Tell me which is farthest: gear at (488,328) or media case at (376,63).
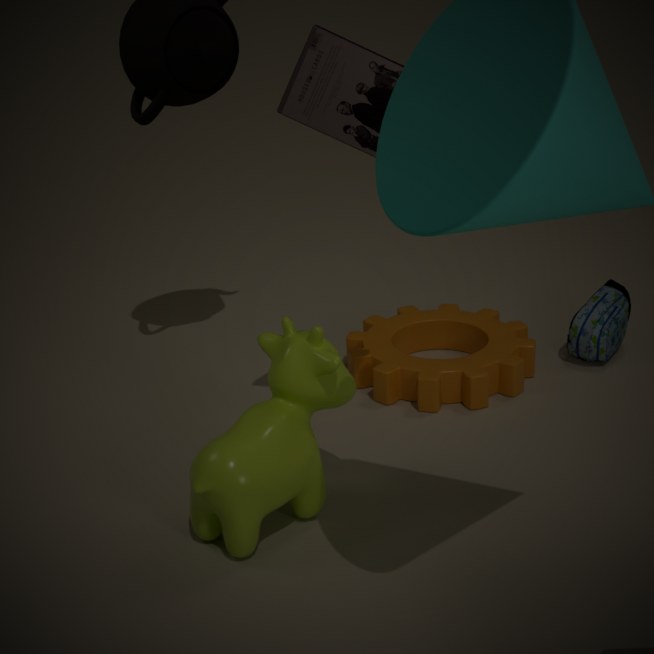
gear at (488,328)
